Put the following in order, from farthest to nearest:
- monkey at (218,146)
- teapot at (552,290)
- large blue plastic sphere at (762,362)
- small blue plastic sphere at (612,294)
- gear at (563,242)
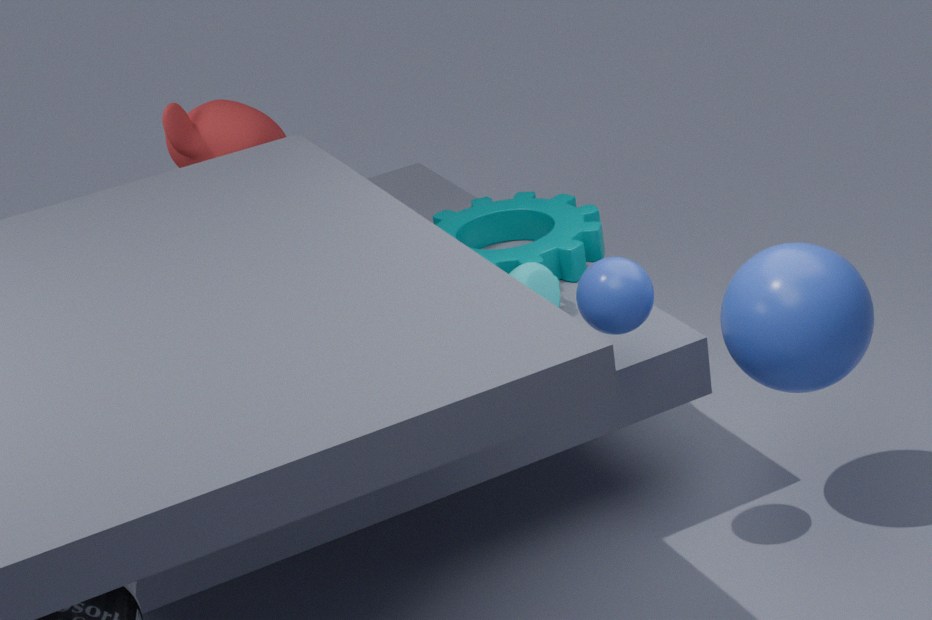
1. gear at (563,242)
2. monkey at (218,146)
3. teapot at (552,290)
4. large blue plastic sphere at (762,362)
5. small blue plastic sphere at (612,294)
